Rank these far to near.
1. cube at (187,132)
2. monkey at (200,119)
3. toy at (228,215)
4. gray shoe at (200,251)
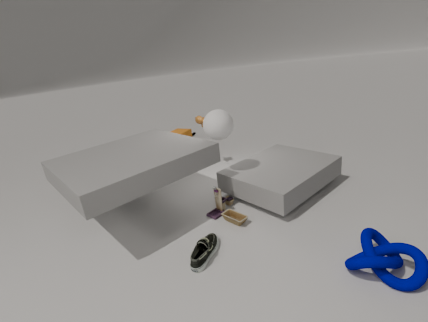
cube at (187,132)
monkey at (200,119)
toy at (228,215)
gray shoe at (200,251)
